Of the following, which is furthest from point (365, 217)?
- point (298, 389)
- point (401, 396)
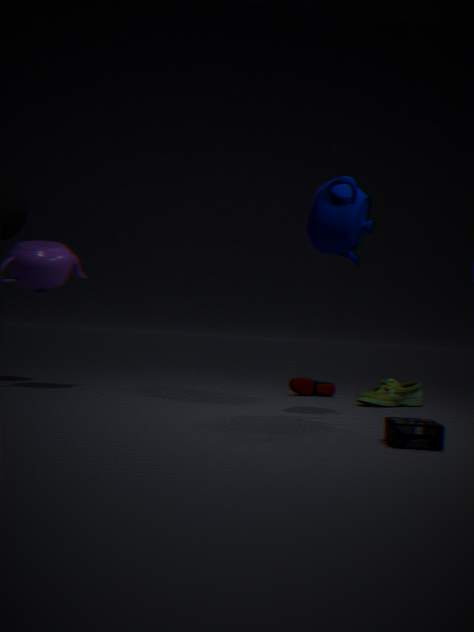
point (298, 389)
